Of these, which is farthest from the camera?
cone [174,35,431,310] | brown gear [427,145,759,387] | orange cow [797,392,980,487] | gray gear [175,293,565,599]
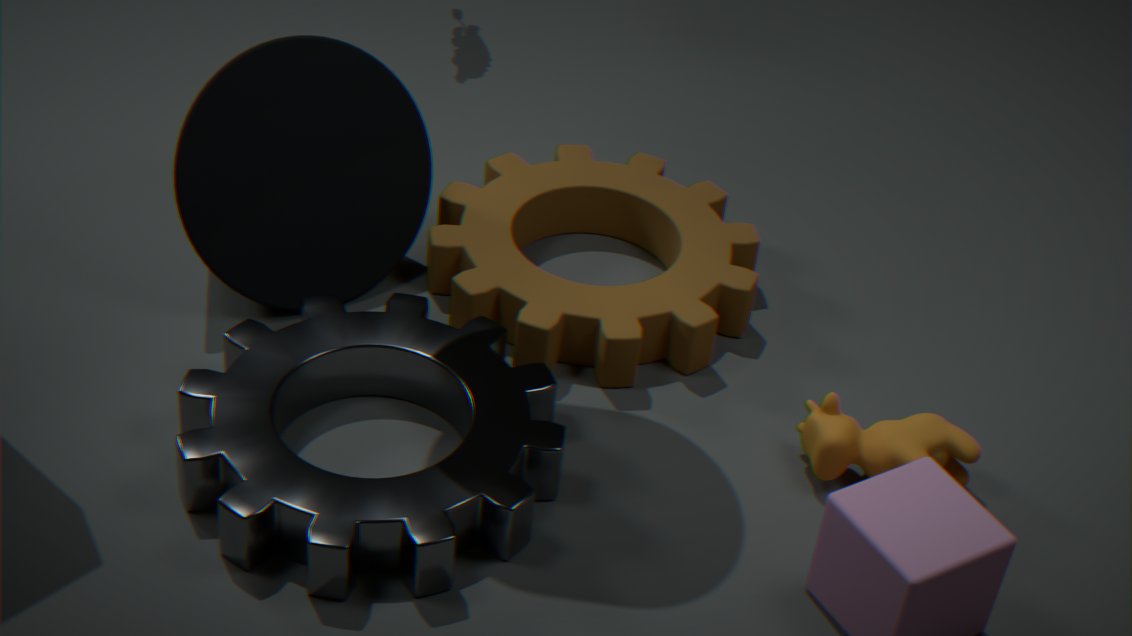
brown gear [427,145,759,387]
